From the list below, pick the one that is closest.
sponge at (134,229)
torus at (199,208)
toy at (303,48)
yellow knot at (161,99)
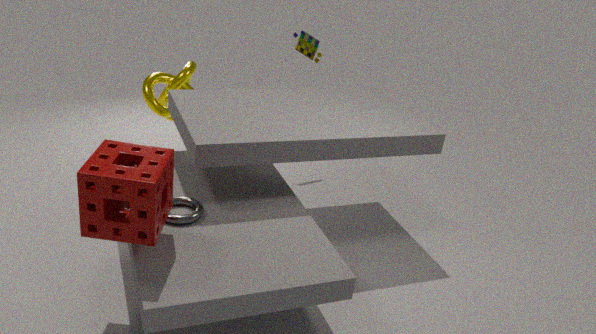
sponge at (134,229)
